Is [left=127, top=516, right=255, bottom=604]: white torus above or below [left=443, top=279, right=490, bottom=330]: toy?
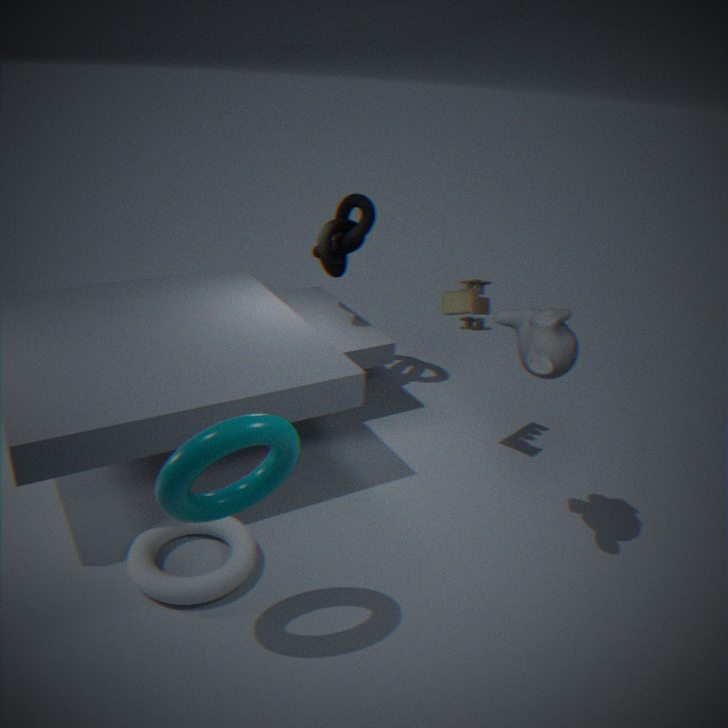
below
